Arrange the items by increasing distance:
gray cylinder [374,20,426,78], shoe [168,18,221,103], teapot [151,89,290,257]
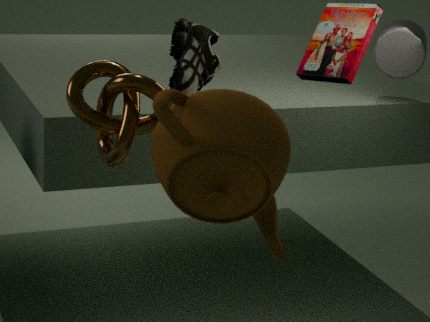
teapot [151,89,290,257], shoe [168,18,221,103], gray cylinder [374,20,426,78]
